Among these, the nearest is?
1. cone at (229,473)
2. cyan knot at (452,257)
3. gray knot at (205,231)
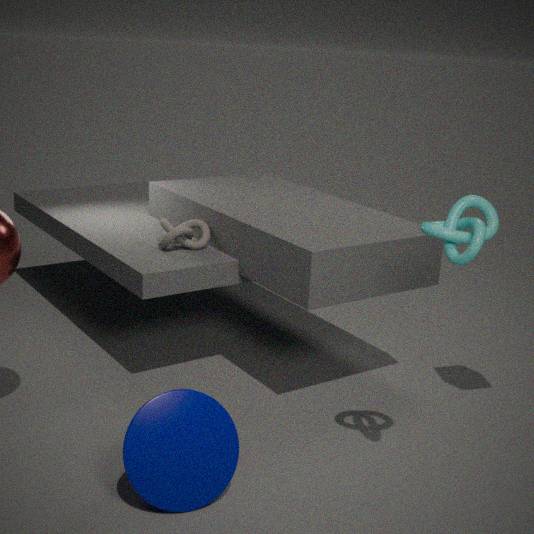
cyan knot at (452,257)
